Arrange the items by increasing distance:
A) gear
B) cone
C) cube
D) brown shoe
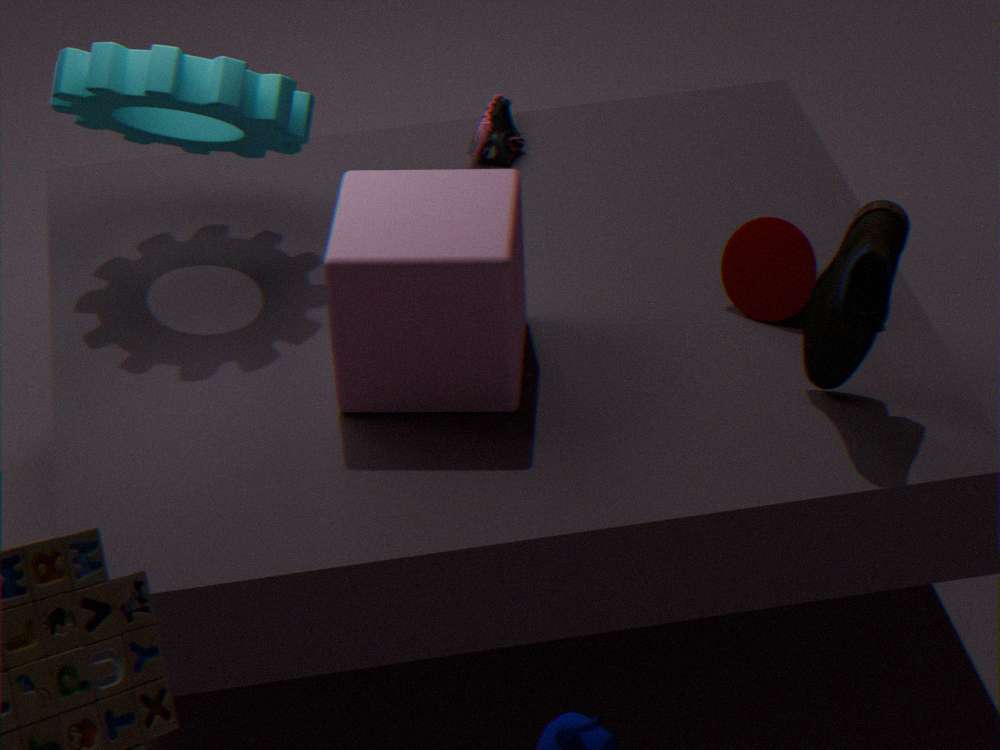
brown shoe < cube < gear < cone
